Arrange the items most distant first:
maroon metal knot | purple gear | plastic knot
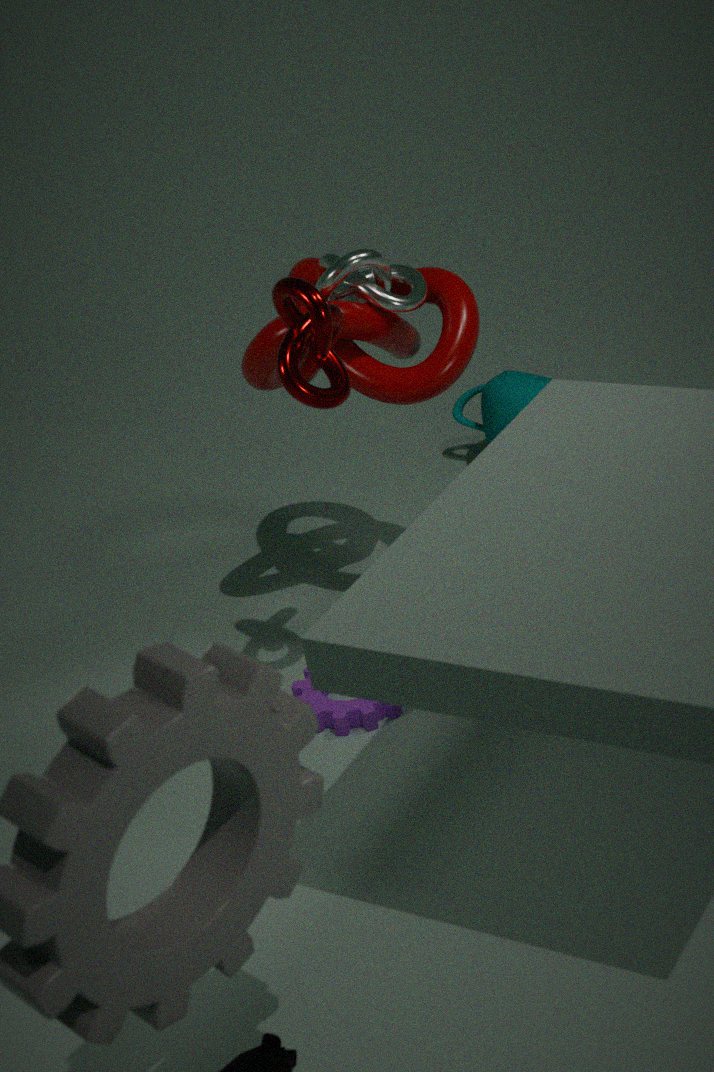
purple gear, plastic knot, maroon metal knot
